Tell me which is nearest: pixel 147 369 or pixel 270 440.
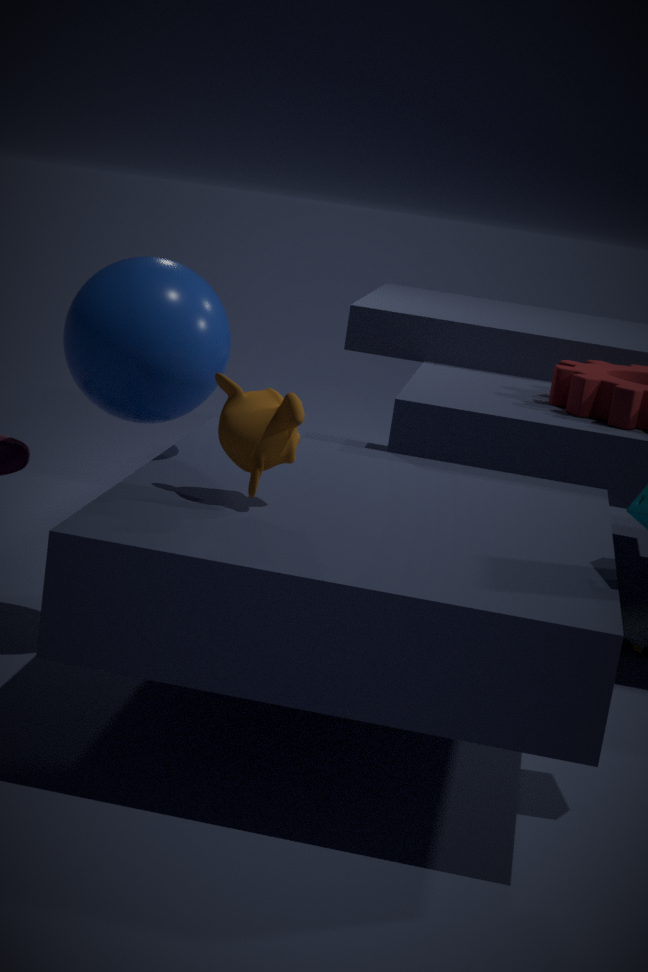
pixel 270 440
